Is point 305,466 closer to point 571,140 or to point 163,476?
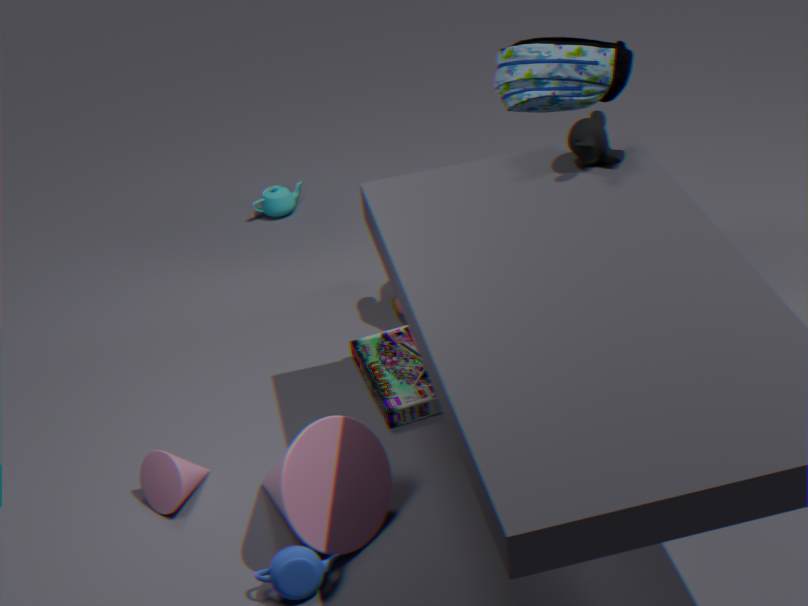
point 163,476
